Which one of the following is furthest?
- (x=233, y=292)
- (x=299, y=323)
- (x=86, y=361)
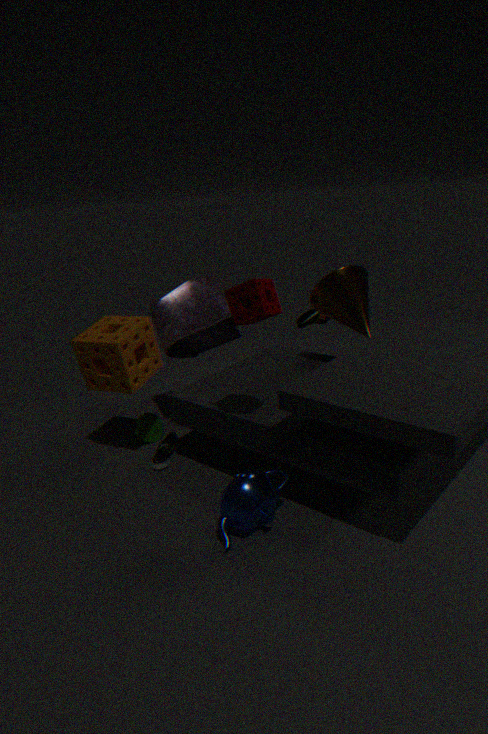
(x=299, y=323)
